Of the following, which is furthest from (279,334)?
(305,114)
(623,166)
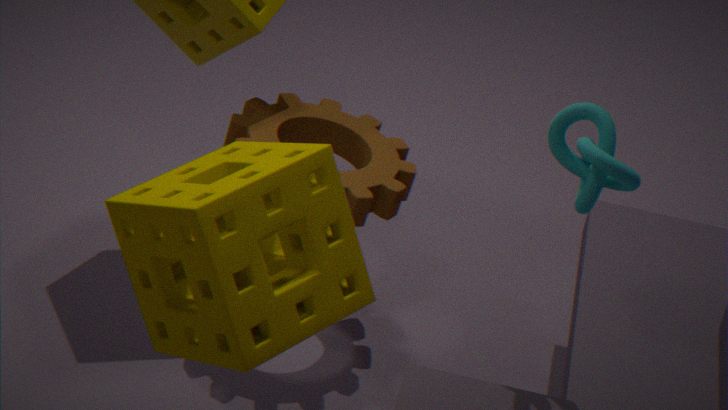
(305,114)
